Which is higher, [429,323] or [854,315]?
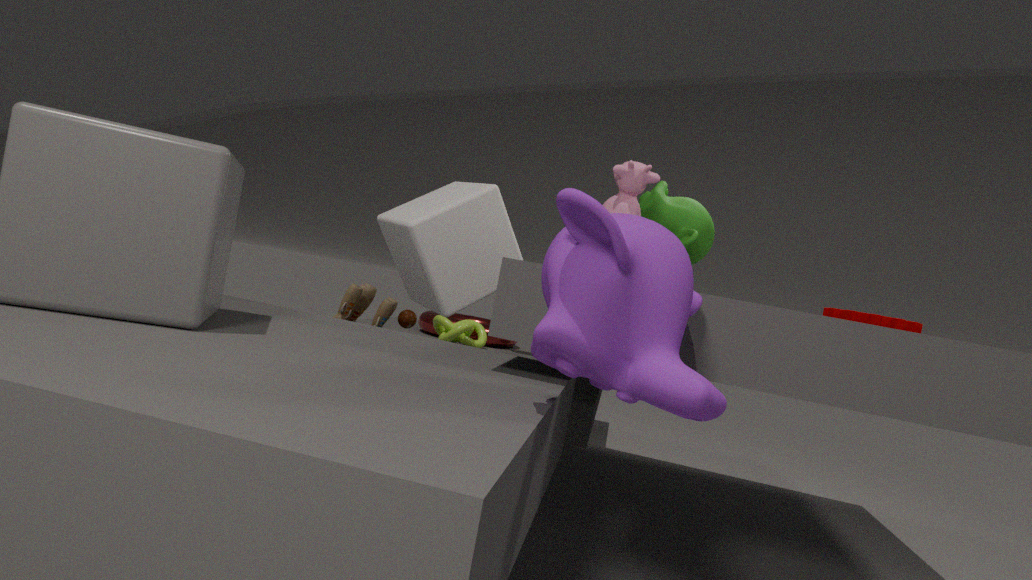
[854,315]
